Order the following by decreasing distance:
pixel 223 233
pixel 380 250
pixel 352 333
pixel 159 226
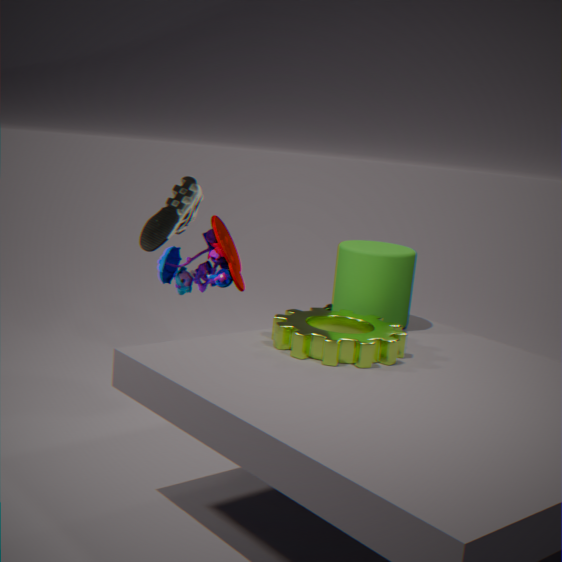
pixel 223 233, pixel 159 226, pixel 380 250, pixel 352 333
